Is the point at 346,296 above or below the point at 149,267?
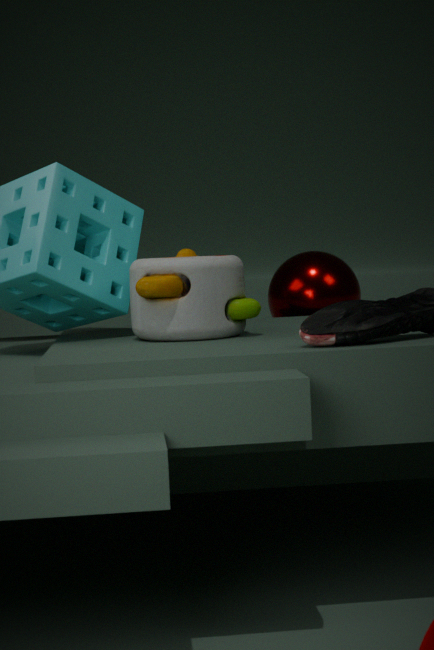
below
